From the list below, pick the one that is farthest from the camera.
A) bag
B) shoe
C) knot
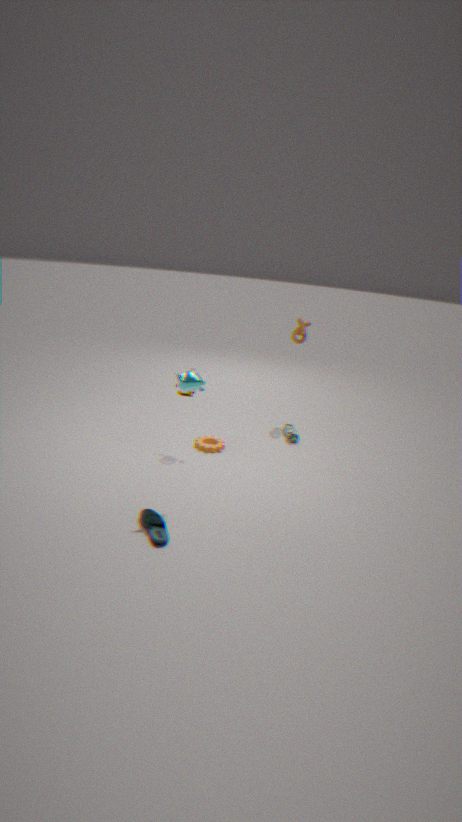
knot
